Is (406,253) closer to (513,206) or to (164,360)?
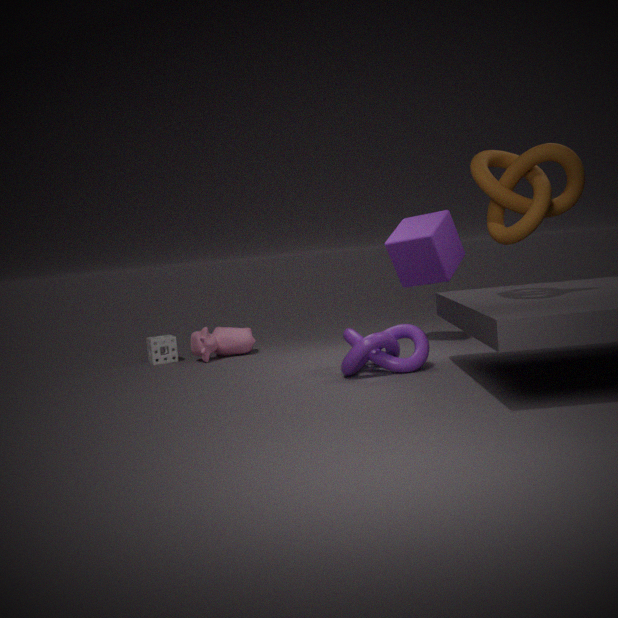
(513,206)
